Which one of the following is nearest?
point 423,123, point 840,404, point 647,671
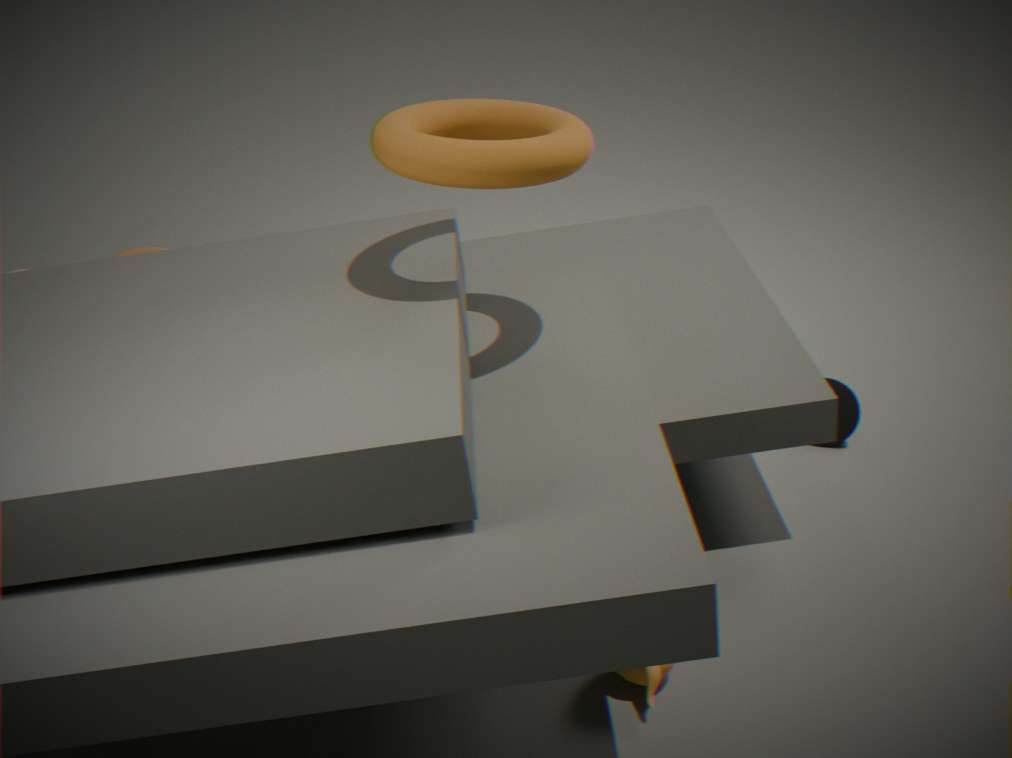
point 647,671
